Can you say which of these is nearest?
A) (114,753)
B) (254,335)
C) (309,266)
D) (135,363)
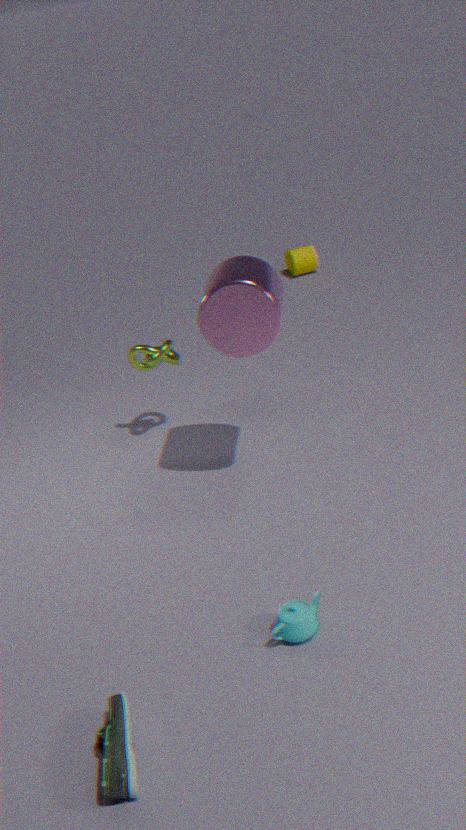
(114,753)
